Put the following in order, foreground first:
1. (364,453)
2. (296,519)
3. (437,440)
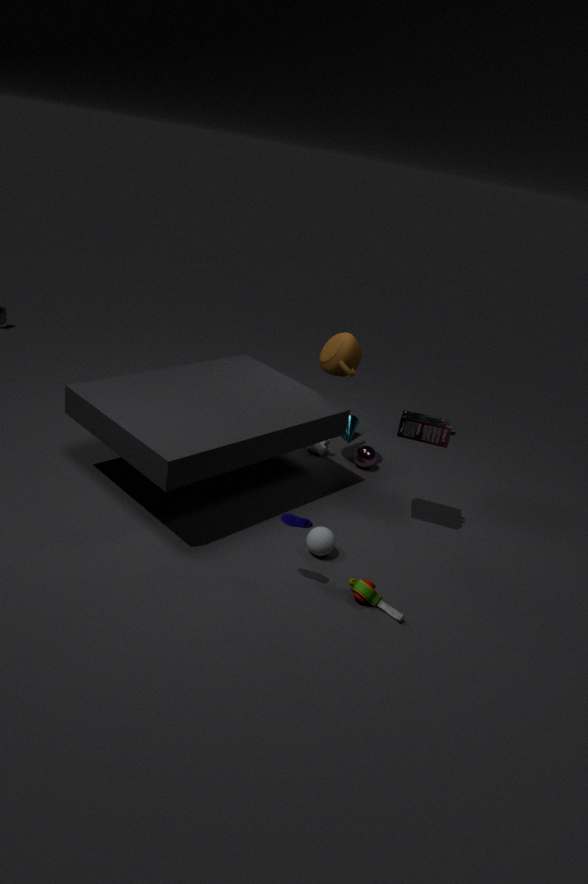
(296,519) → (437,440) → (364,453)
